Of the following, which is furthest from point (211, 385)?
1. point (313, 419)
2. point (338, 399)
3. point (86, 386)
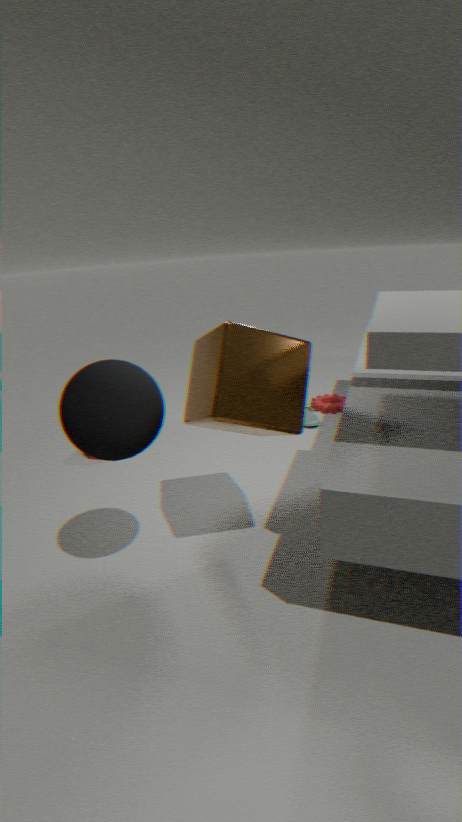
point (338, 399)
